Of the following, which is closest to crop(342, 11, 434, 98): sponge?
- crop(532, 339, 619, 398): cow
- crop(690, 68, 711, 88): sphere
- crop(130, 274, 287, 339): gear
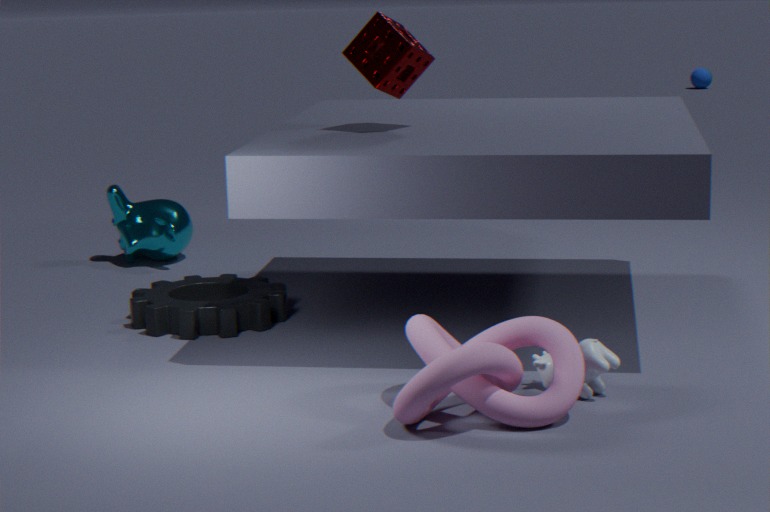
crop(130, 274, 287, 339): gear
